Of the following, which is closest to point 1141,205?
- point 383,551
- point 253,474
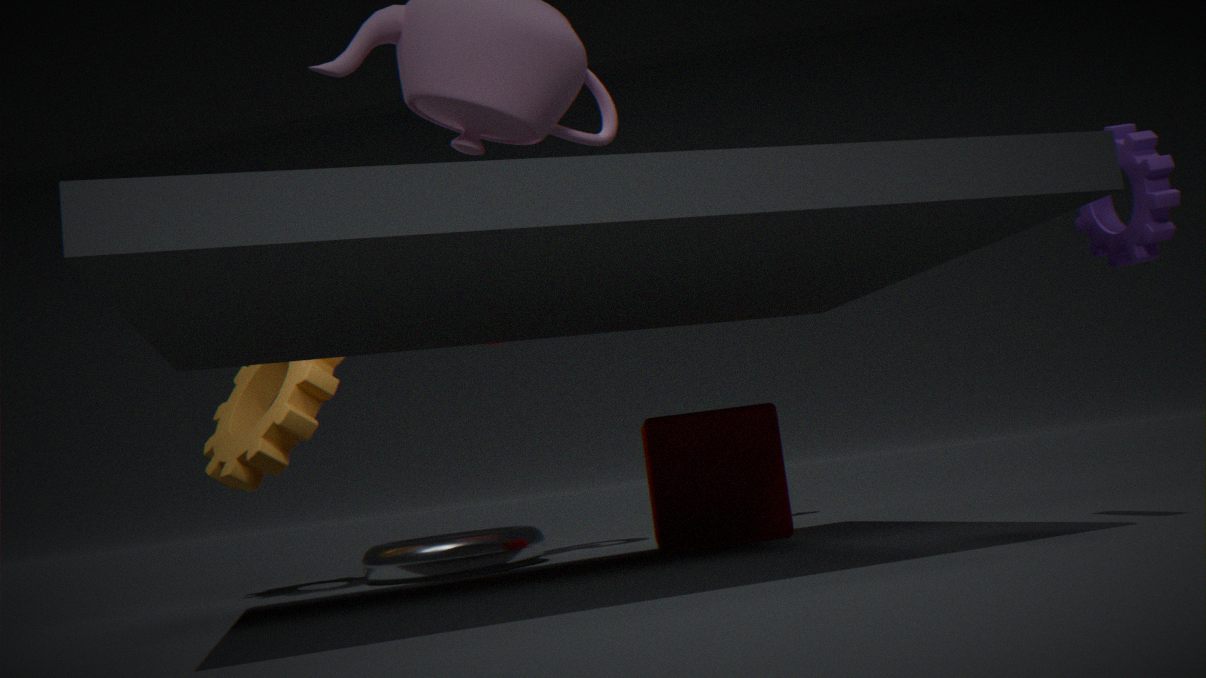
point 383,551
